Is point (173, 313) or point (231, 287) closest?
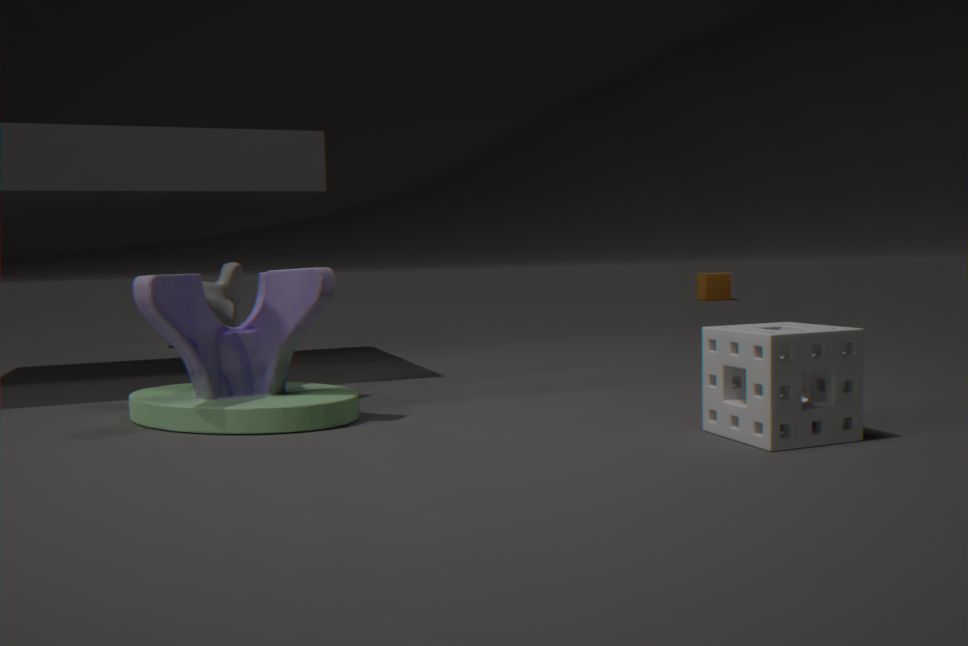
point (173, 313)
